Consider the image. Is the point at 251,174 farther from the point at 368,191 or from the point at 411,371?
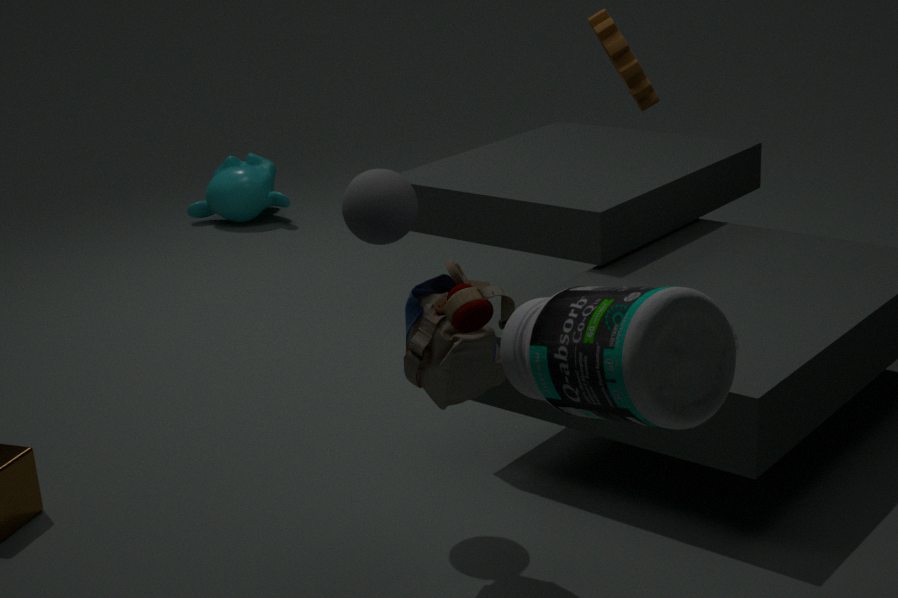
the point at 411,371
